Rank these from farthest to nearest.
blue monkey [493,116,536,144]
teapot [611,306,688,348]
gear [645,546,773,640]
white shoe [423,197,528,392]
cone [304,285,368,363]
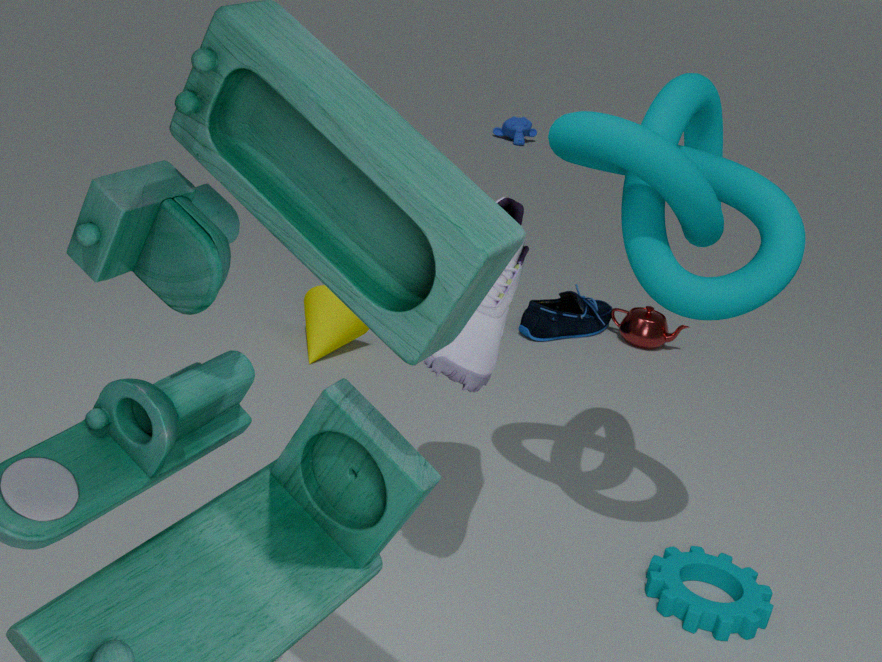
blue monkey [493,116,536,144]
teapot [611,306,688,348]
cone [304,285,368,363]
gear [645,546,773,640]
white shoe [423,197,528,392]
